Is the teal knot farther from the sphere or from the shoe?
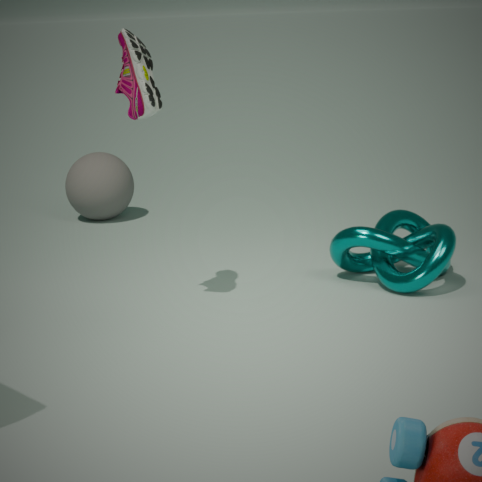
the sphere
